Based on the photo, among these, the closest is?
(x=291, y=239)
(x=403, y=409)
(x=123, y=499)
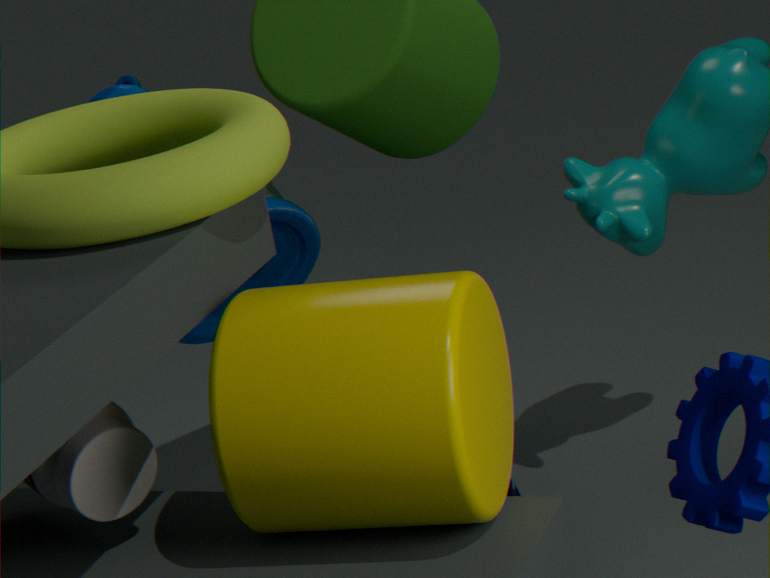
(x=403, y=409)
